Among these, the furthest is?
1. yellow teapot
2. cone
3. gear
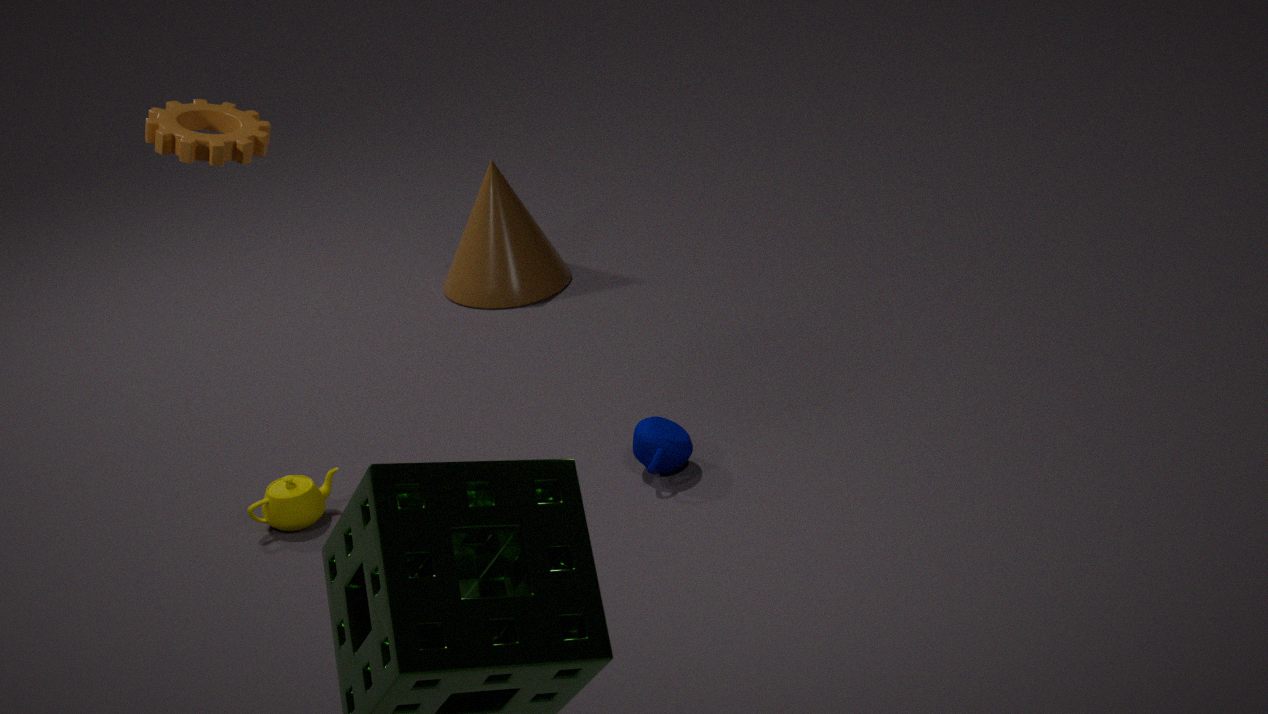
cone
